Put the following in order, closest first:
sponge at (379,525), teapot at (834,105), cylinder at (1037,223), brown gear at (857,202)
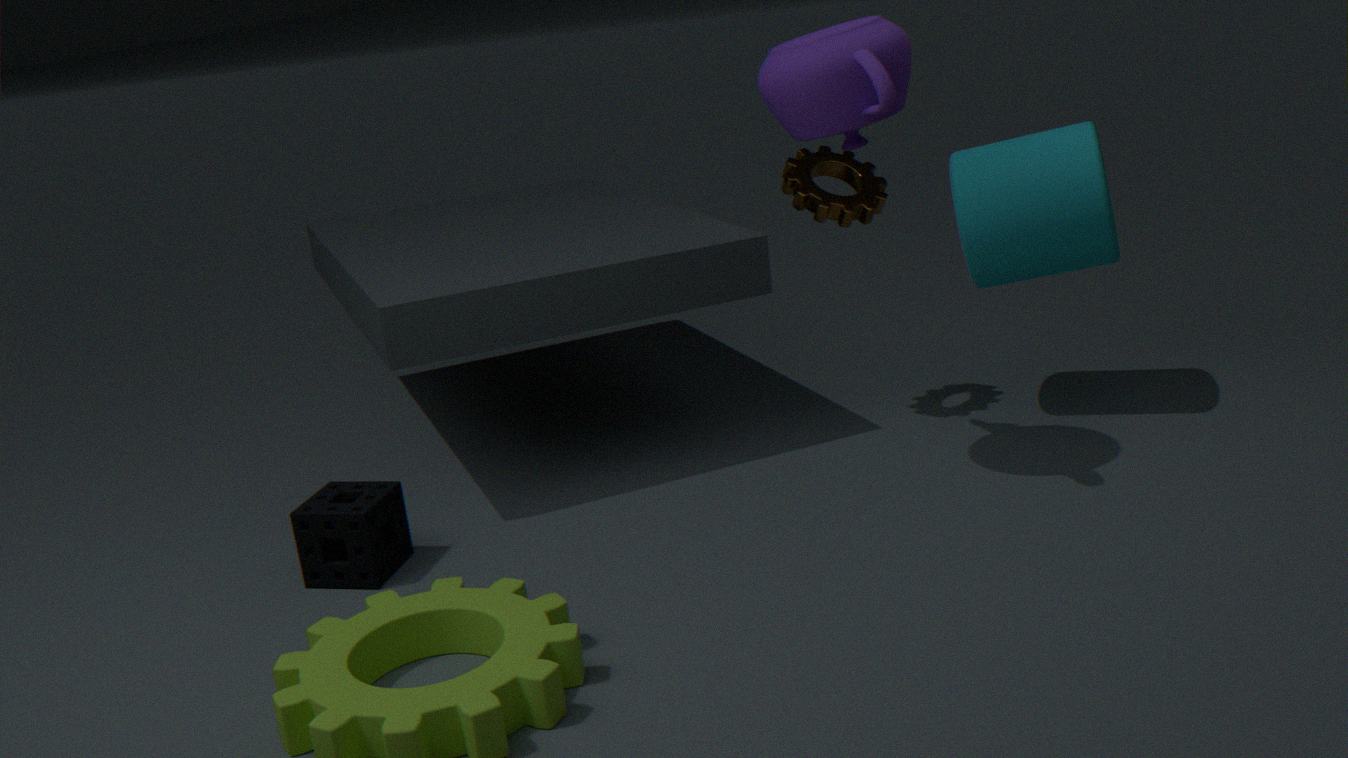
teapot at (834,105) → sponge at (379,525) → cylinder at (1037,223) → brown gear at (857,202)
